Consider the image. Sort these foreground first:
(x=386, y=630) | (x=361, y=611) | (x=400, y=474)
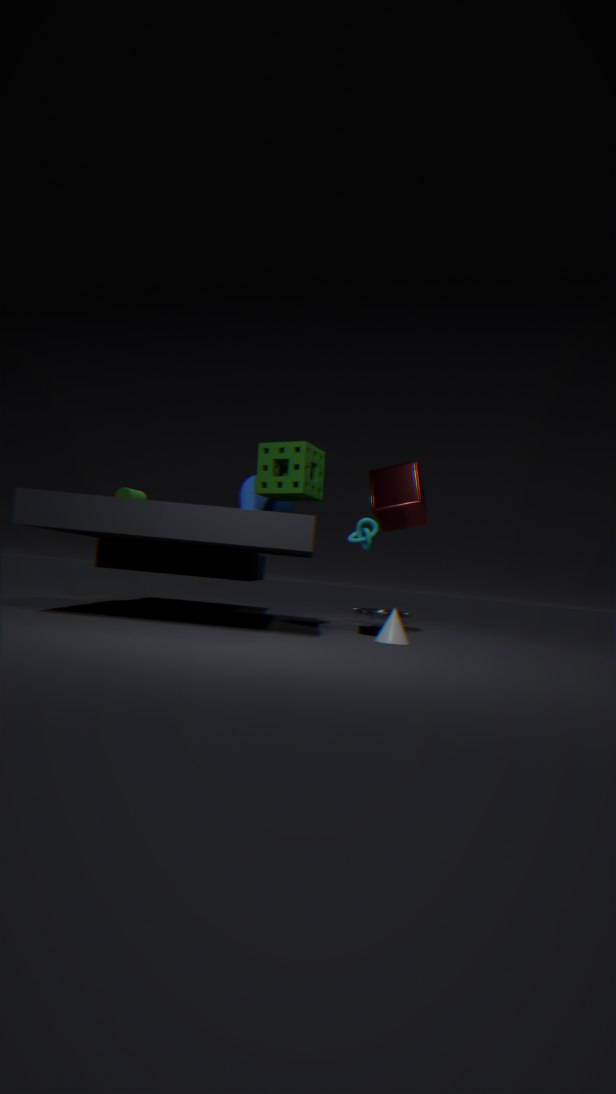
(x=386, y=630), (x=400, y=474), (x=361, y=611)
